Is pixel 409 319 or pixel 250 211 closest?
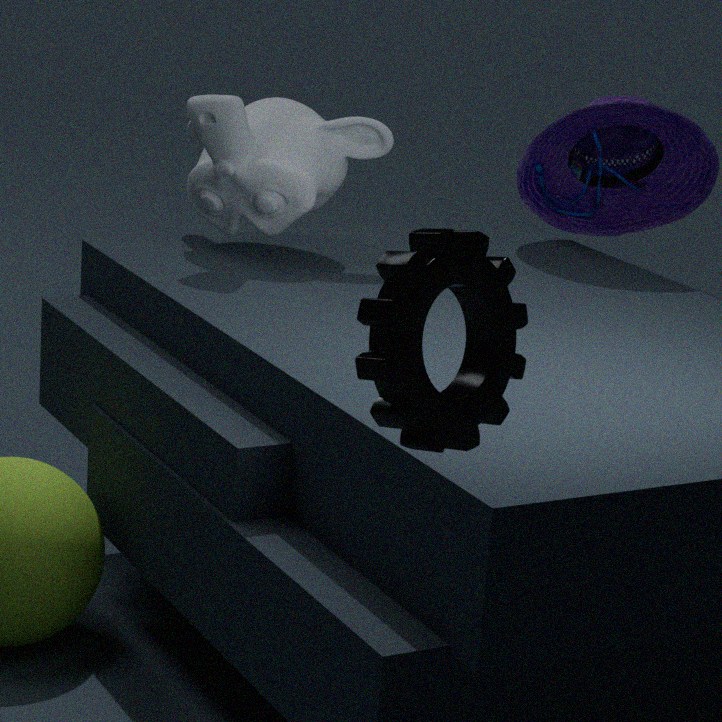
pixel 409 319
